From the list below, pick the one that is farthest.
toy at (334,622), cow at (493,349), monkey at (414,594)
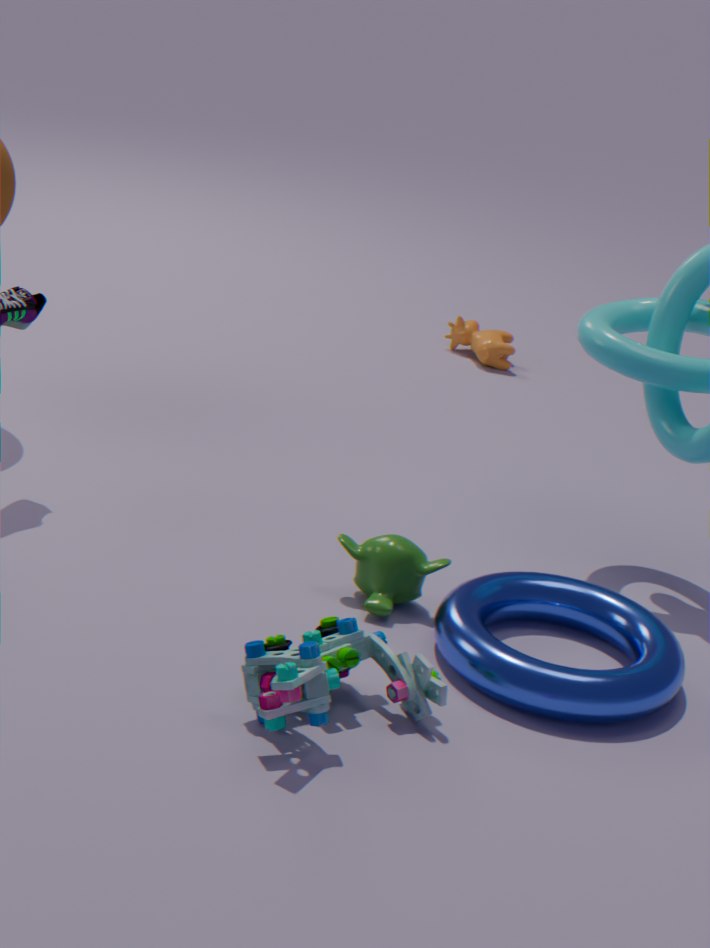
cow at (493,349)
